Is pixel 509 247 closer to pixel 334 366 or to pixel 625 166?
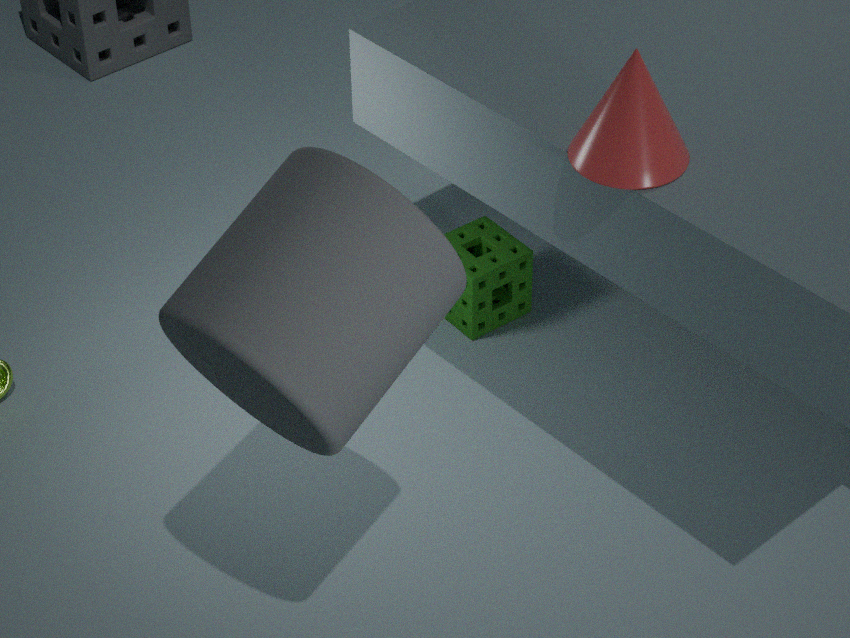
pixel 625 166
